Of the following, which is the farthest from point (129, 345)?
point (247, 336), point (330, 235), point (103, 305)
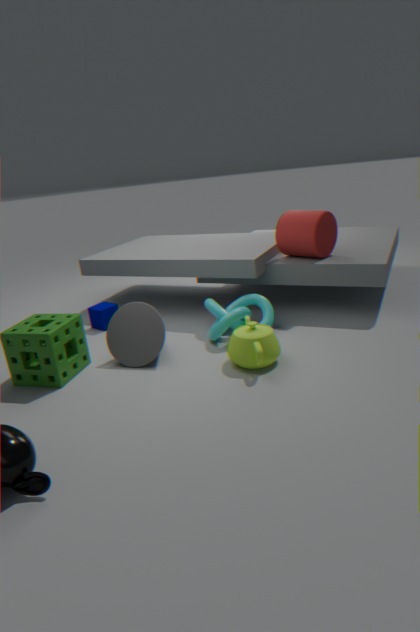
point (330, 235)
